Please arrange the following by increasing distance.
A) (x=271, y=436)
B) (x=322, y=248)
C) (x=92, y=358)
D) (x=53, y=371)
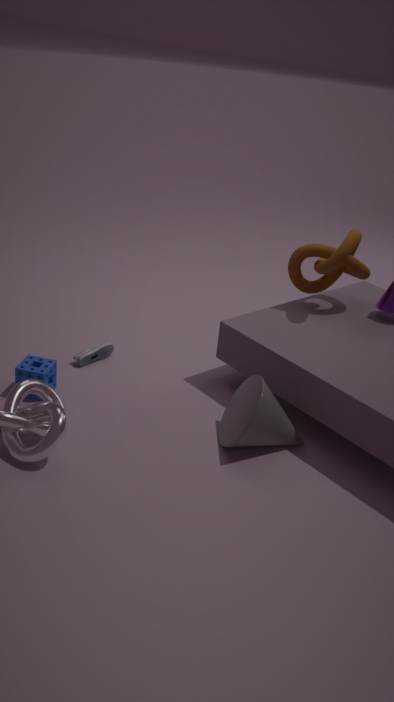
(x=271, y=436) → (x=53, y=371) → (x=322, y=248) → (x=92, y=358)
